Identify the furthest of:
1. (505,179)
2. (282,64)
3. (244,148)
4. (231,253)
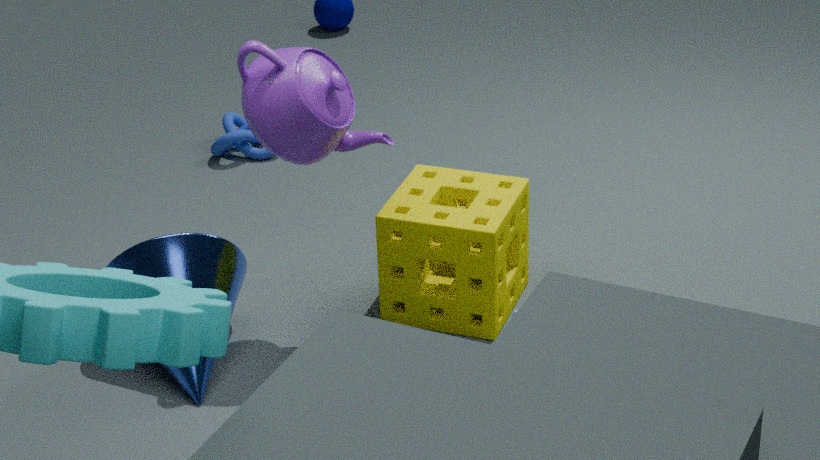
(244,148)
